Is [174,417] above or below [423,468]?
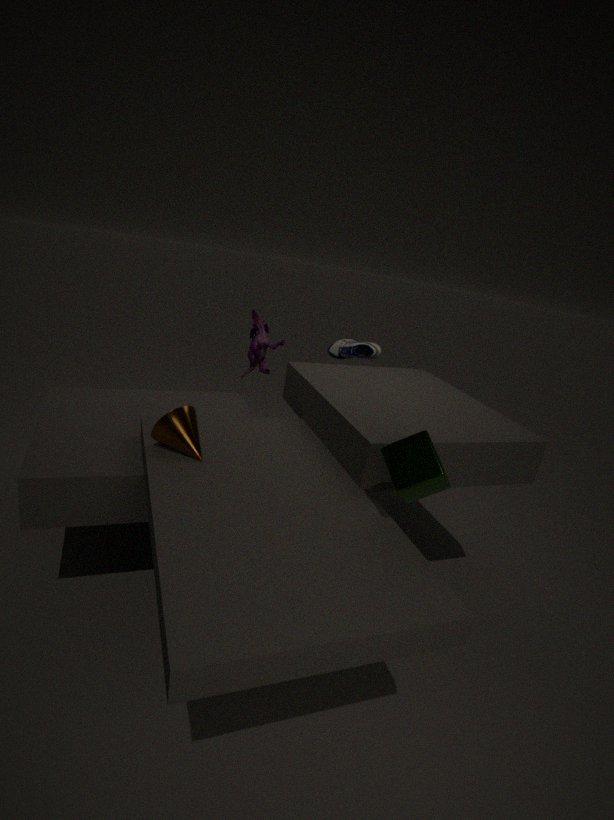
below
